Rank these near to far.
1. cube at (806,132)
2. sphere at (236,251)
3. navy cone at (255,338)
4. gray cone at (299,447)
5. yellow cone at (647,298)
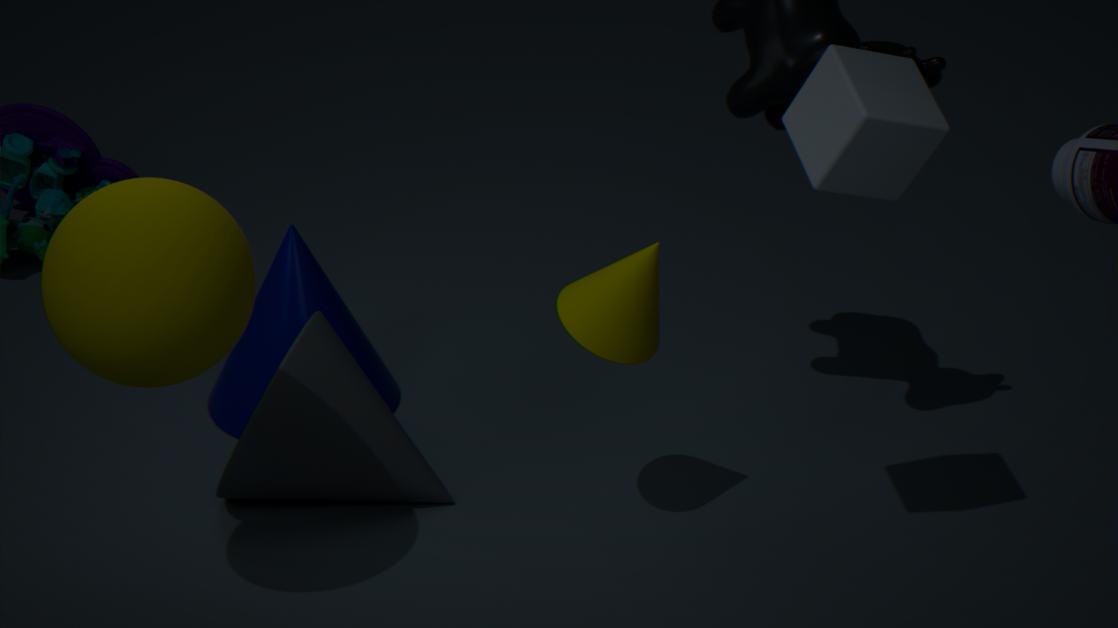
1. sphere at (236,251)
2. cube at (806,132)
3. yellow cone at (647,298)
4. gray cone at (299,447)
5. navy cone at (255,338)
